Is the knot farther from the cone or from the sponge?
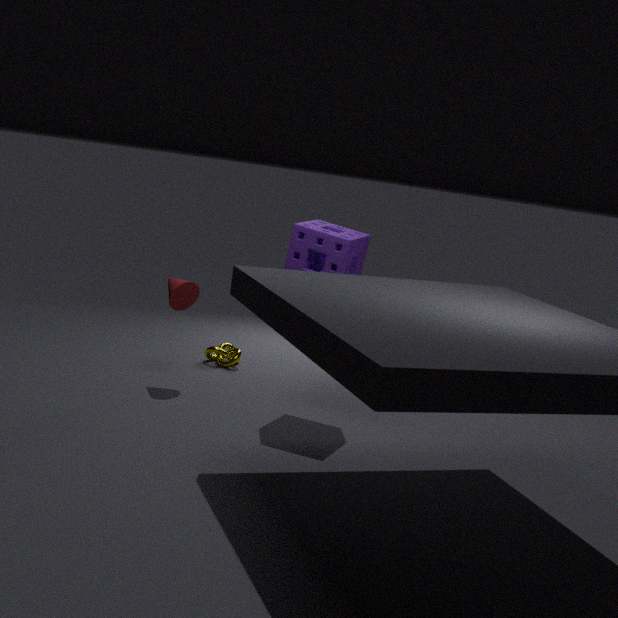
the sponge
